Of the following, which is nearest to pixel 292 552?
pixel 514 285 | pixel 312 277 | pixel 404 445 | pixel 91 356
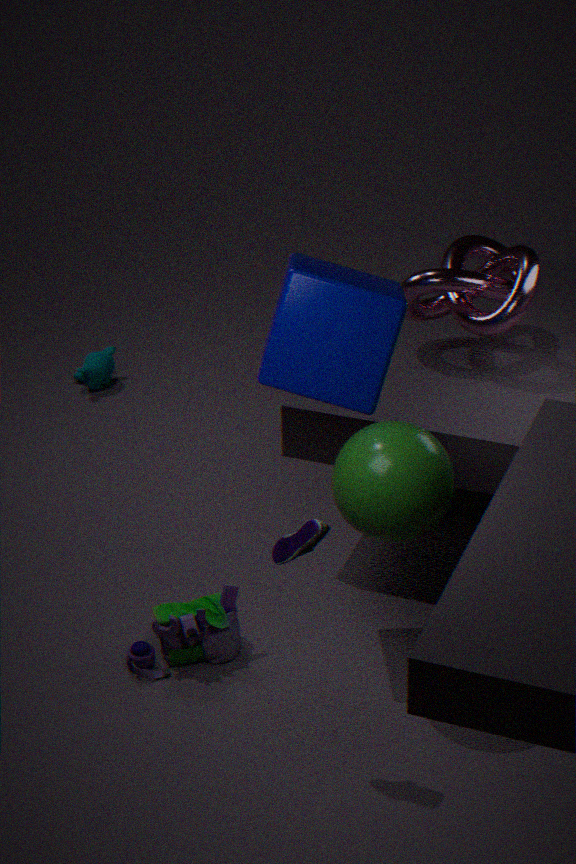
pixel 404 445
